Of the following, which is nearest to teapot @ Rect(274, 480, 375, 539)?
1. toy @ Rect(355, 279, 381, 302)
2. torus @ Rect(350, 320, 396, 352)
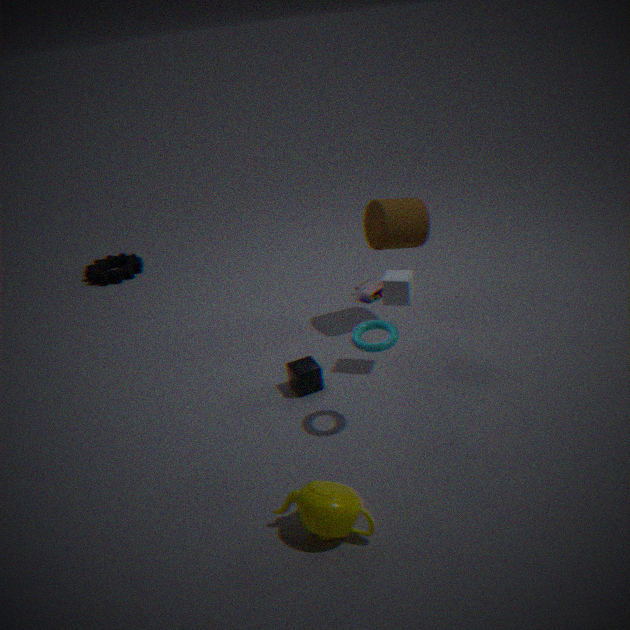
torus @ Rect(350, 320, 396, 352)
